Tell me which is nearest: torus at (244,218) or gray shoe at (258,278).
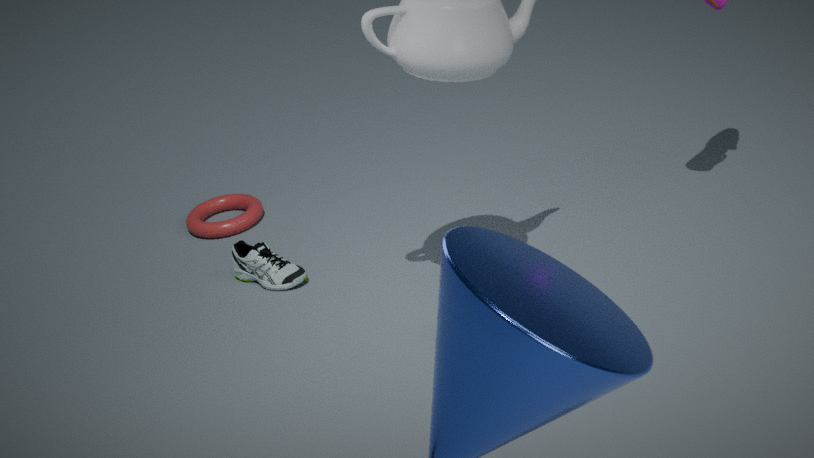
gray shoe at (258,278)
